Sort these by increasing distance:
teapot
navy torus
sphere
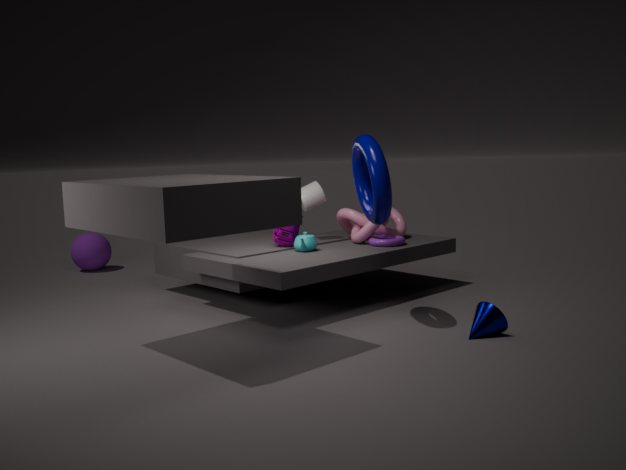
navy torus < teapot < sphere
